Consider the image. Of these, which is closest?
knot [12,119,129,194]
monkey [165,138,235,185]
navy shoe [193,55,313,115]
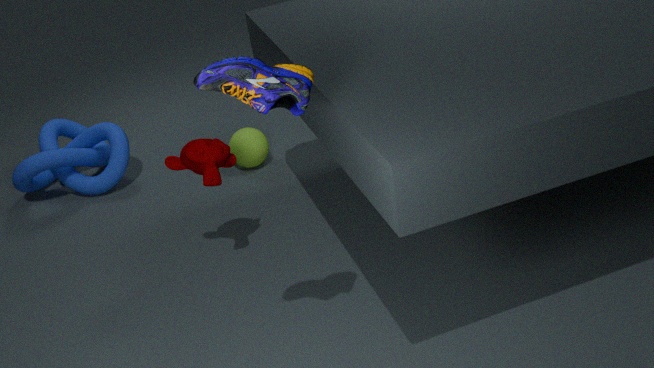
navy shoe [193,55,313,115]
